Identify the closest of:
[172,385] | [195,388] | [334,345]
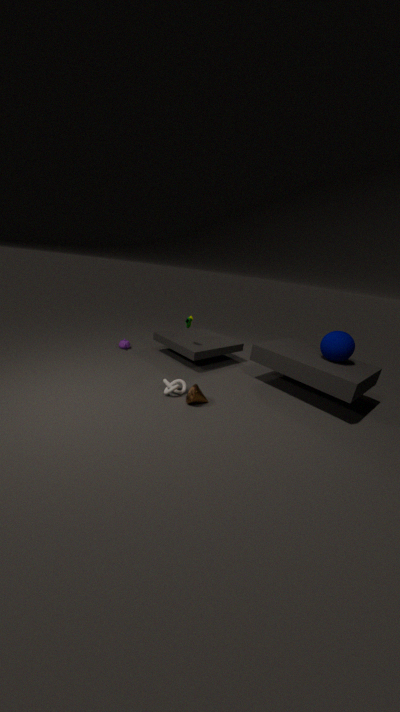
[195,388]
